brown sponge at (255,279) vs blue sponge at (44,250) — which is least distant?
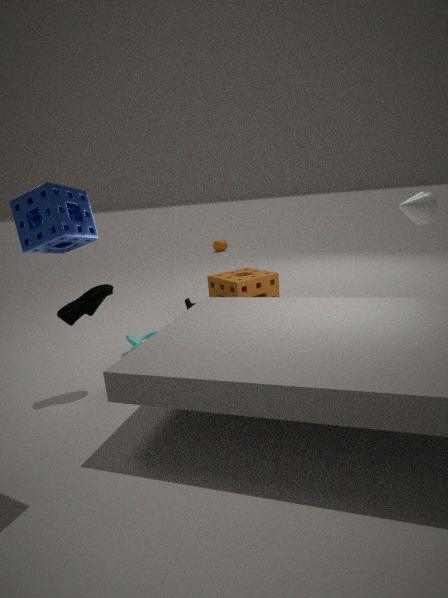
blue sponge at (44,250)
